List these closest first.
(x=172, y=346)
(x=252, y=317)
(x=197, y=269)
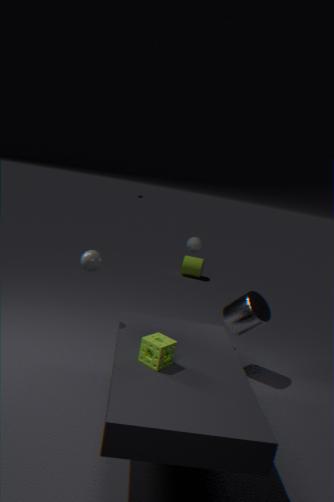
(x=172, y=346) → (x=252, y=317) → (x=197, y=269)
